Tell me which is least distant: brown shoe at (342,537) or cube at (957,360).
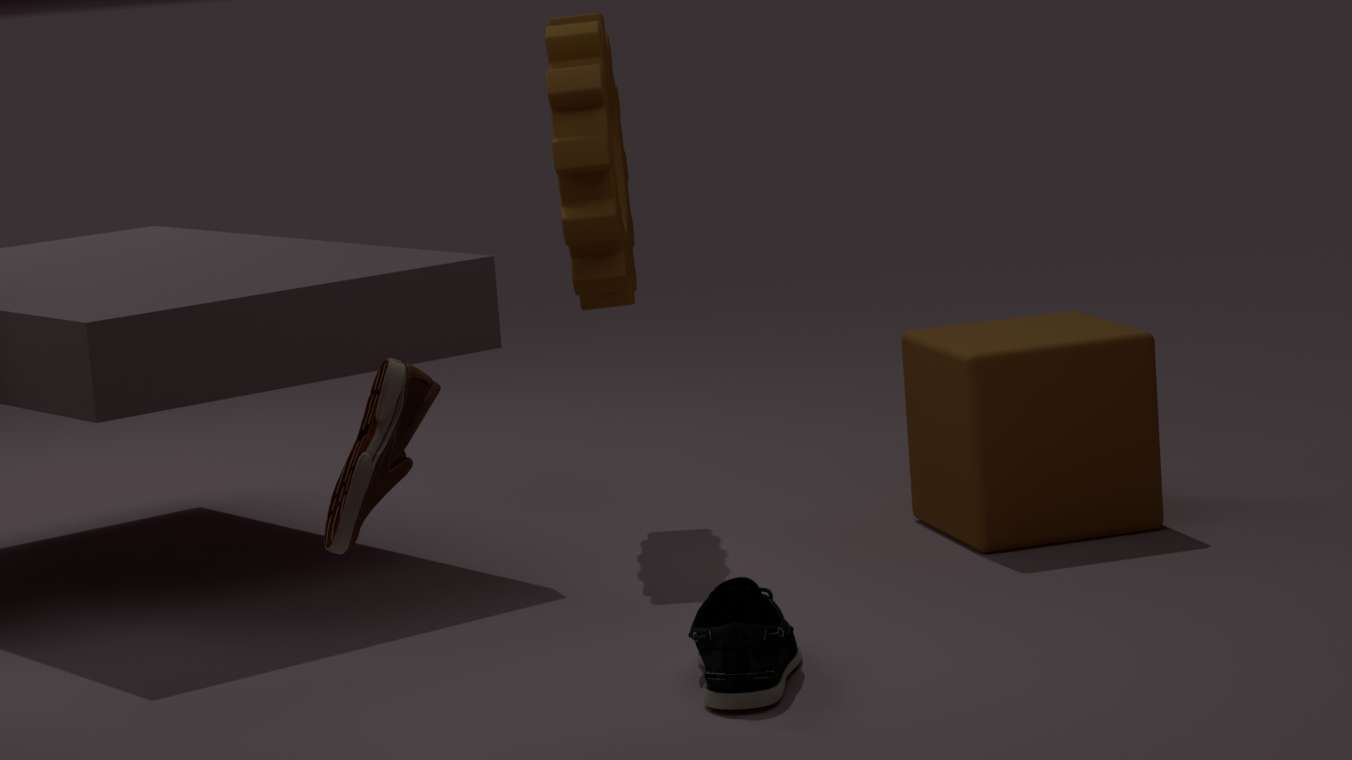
brown shoe at (342,537)
